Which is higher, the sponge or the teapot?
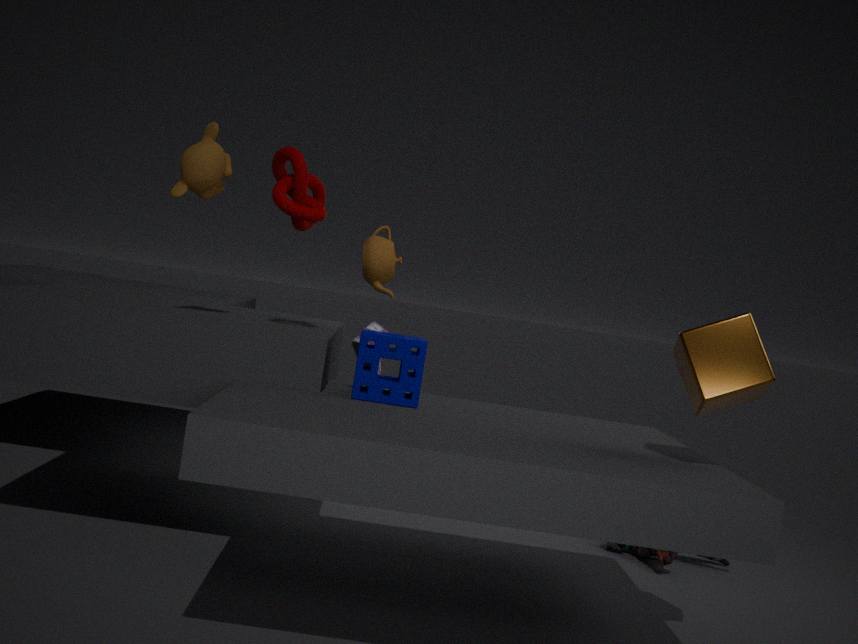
the teapot
